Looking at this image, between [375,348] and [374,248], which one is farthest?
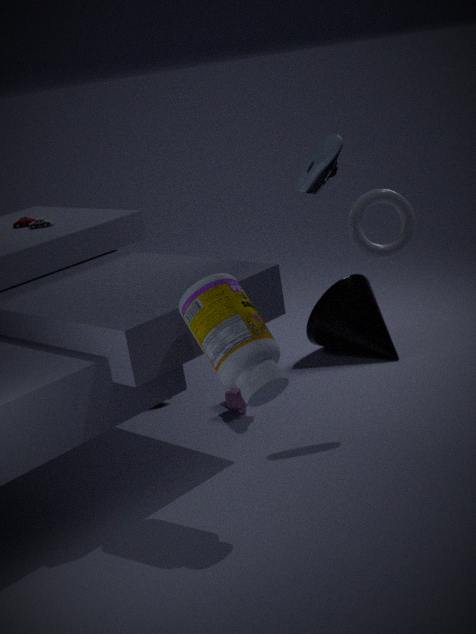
[375,348]
